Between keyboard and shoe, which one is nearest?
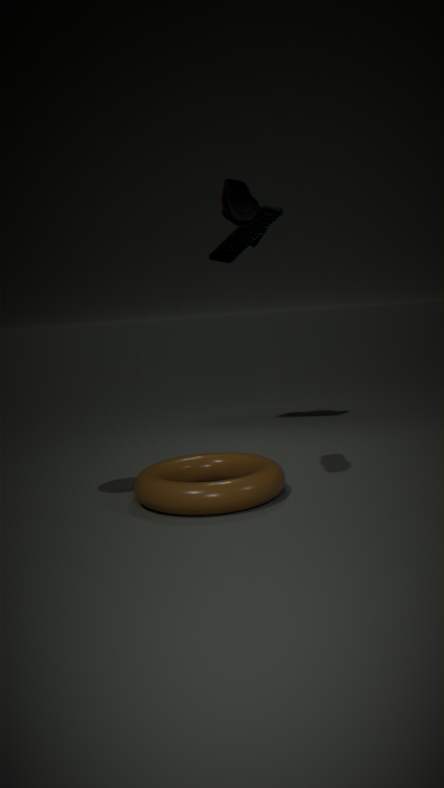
shoe
